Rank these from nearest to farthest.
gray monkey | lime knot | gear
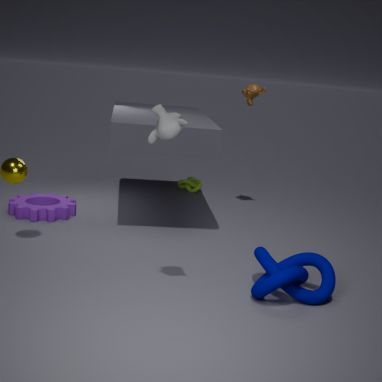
gray monkey, gear, lime knot
